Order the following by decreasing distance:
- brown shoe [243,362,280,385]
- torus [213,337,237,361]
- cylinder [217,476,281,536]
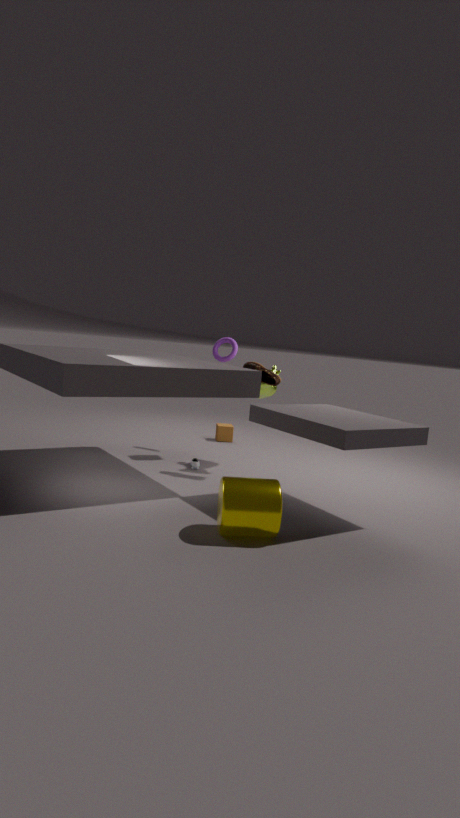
torus [213,337,237,361]
brown shoe [243,362,280,385]
cylinder [217,476,281,536]
